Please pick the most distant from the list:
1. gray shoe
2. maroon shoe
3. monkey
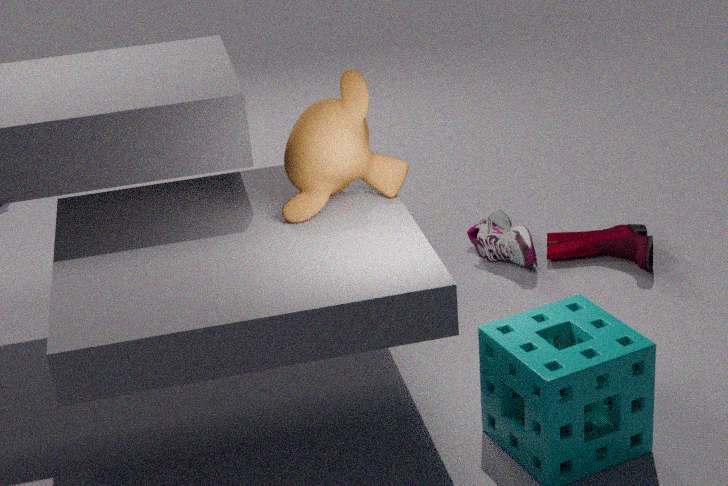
gray shoe
